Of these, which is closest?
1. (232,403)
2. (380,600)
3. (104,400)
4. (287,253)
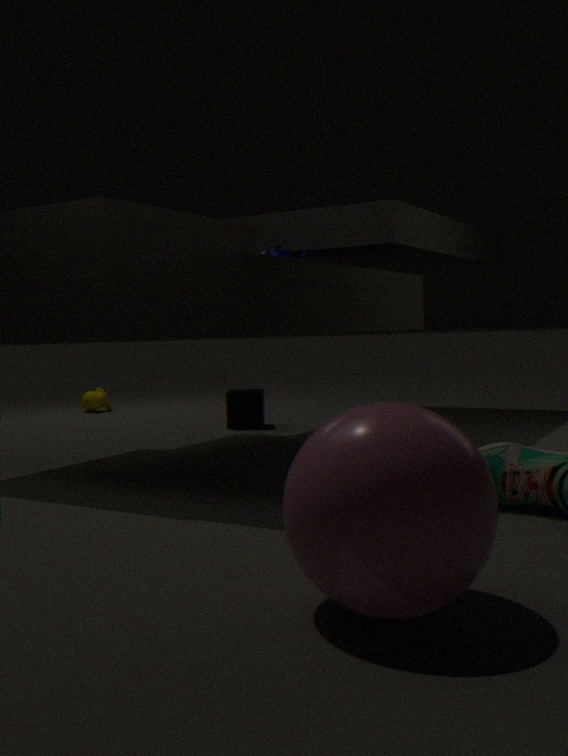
(380,600)
